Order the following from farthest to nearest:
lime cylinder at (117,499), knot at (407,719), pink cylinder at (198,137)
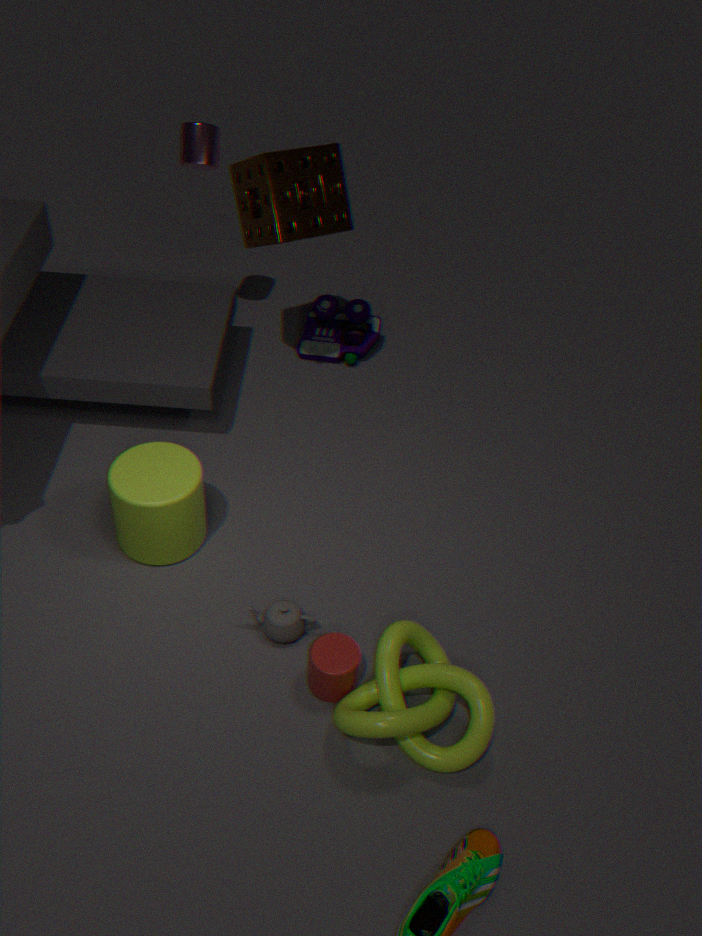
pink cylinder at (198,137) → lime cylinder at (117,499) → knot at (407,719)
